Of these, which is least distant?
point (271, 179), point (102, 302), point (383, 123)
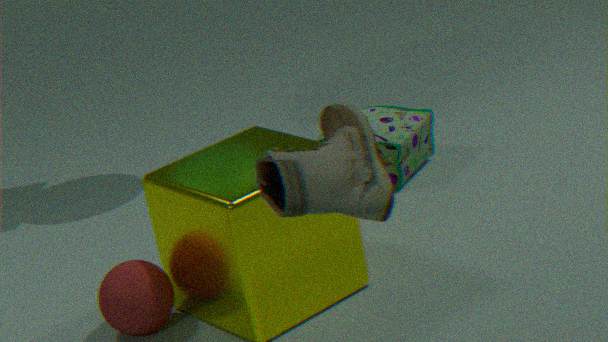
point (271, 179)
